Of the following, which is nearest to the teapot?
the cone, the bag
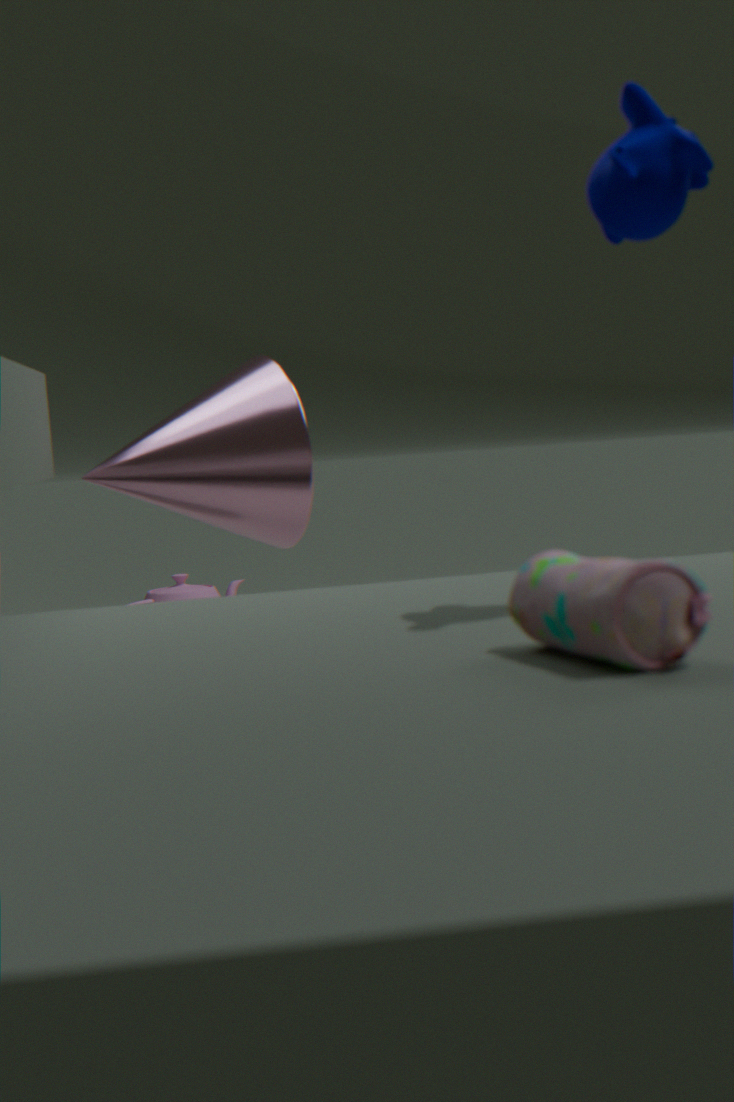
the cone
